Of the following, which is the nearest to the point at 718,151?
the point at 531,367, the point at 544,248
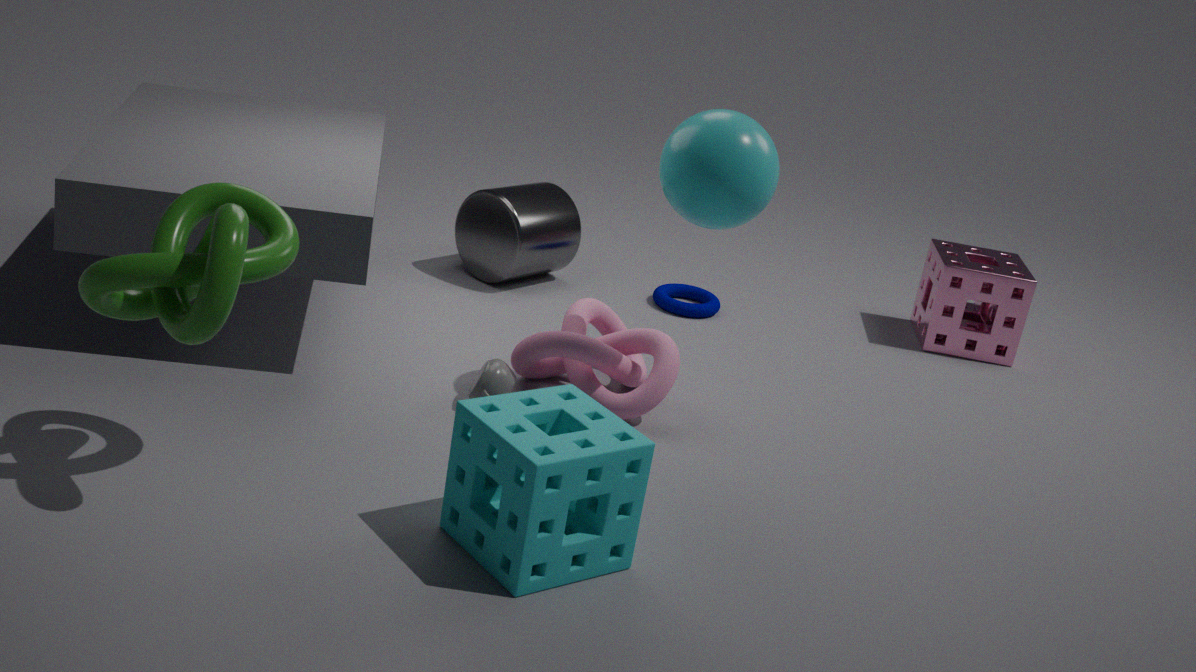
the point at 531,367
